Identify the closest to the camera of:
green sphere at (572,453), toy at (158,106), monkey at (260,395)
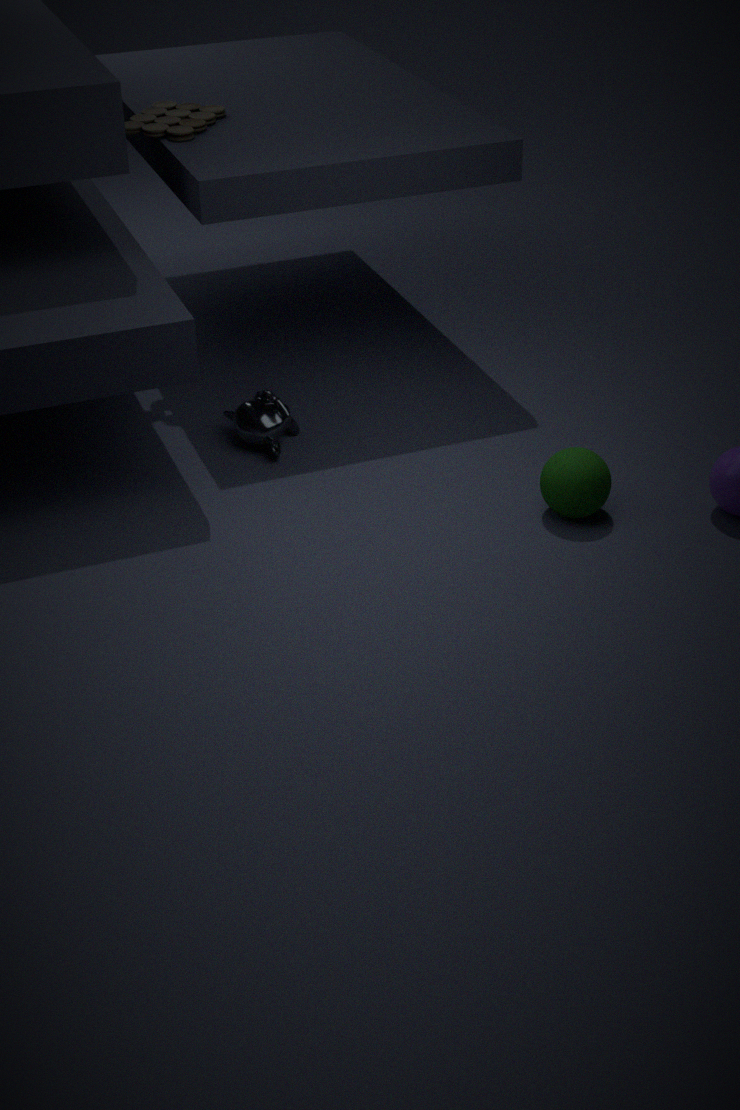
green sphere at (572,453)
